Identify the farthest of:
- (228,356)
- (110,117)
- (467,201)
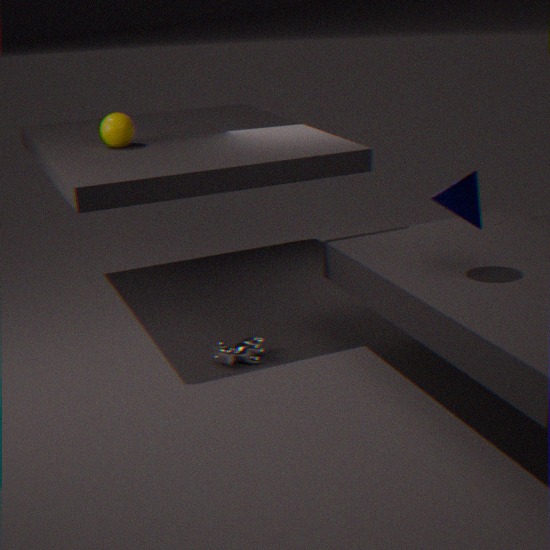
(110,117)
